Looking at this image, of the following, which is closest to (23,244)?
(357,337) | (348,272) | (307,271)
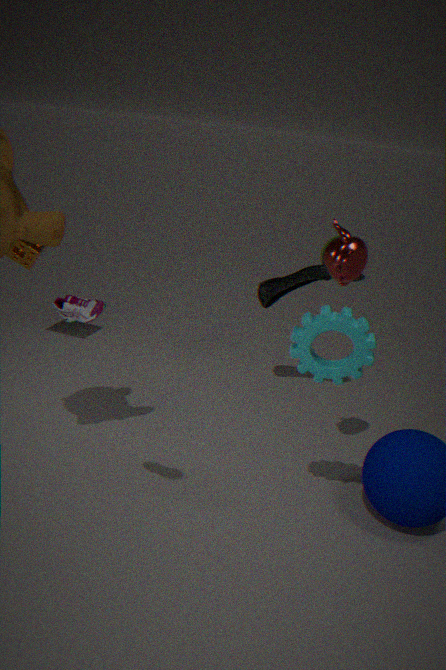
(307,271)
